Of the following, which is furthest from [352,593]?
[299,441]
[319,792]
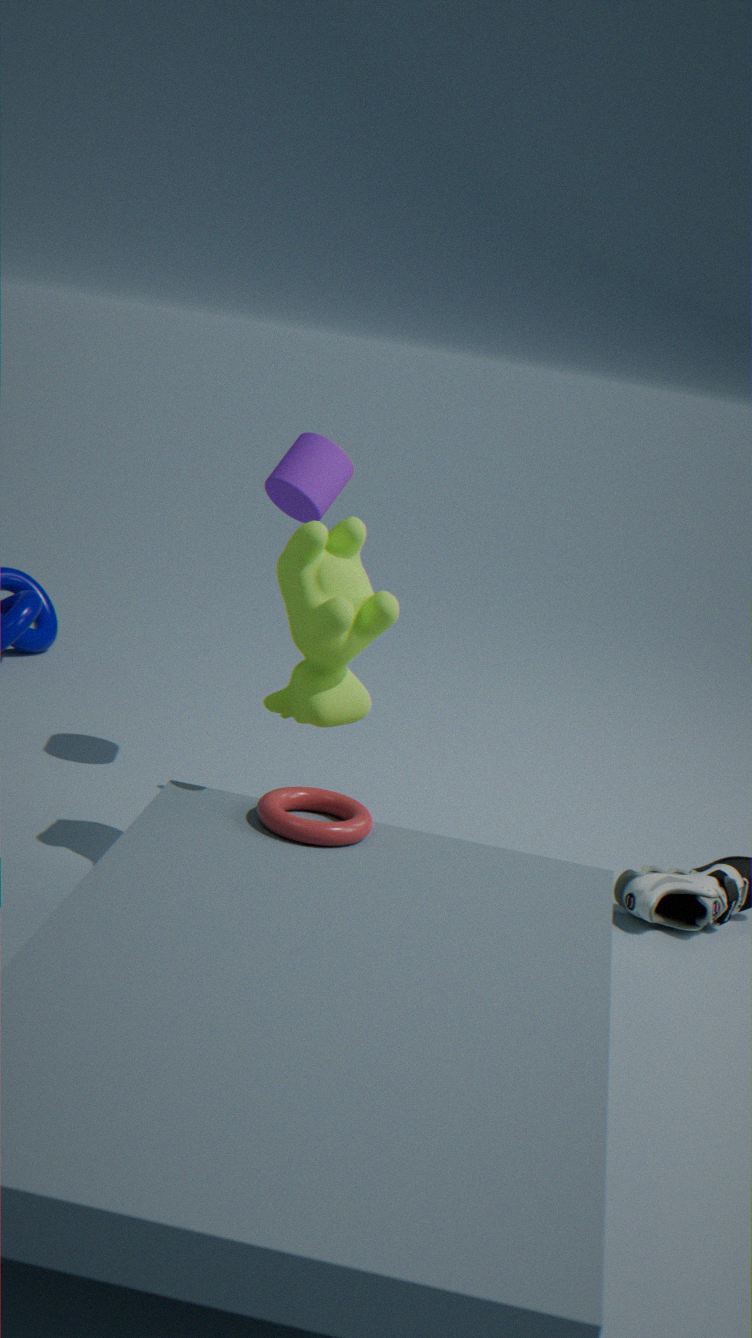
[299,441]
